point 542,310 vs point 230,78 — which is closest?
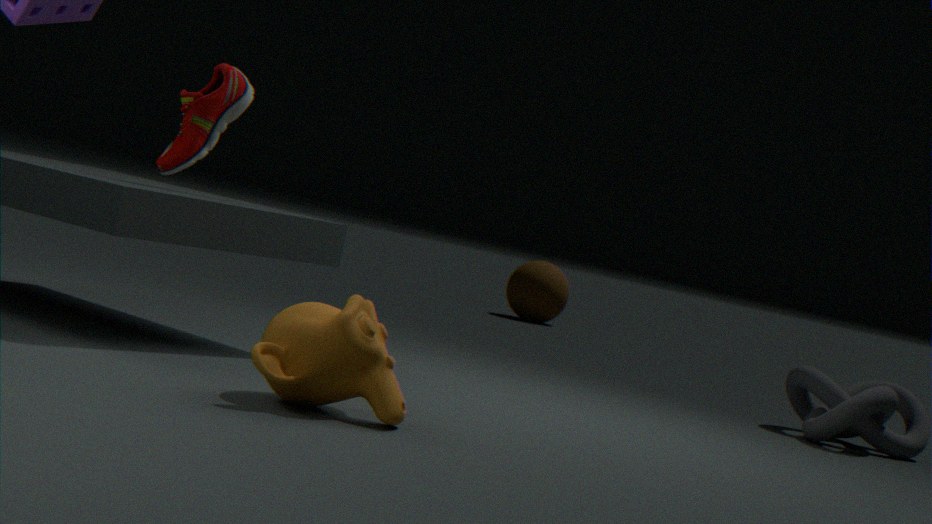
point 230,78
